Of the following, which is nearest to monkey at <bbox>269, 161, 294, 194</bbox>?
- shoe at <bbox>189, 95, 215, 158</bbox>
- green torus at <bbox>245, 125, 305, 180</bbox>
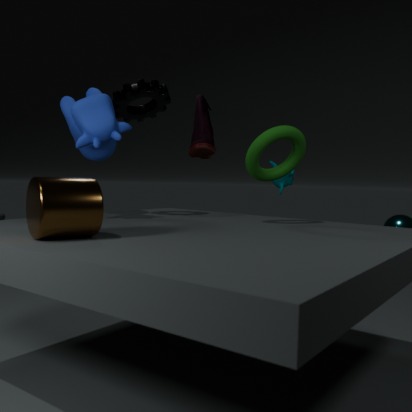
shoe at <bbox>189, 95, 215, 158</bbox>
